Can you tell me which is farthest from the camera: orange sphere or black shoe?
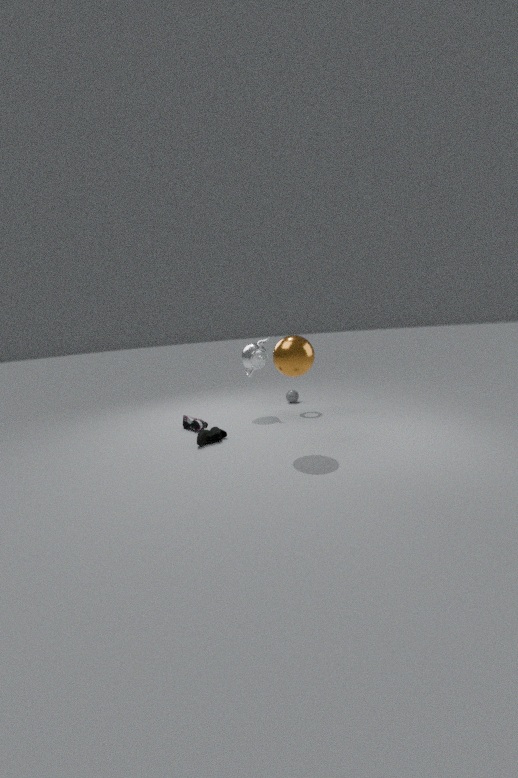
black shoe
